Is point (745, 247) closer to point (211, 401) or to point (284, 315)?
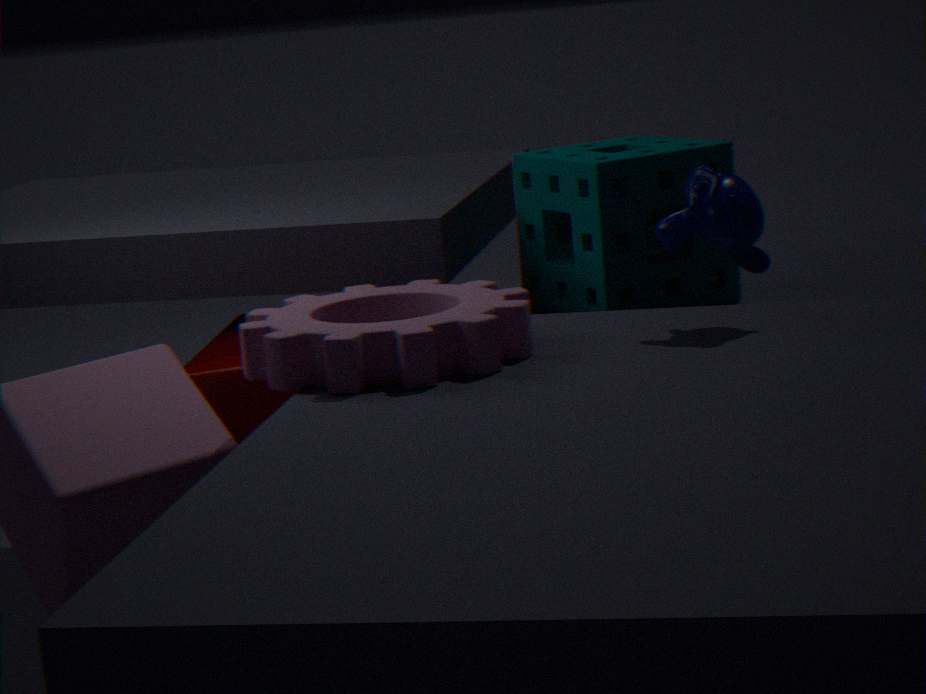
point (284, 315)
